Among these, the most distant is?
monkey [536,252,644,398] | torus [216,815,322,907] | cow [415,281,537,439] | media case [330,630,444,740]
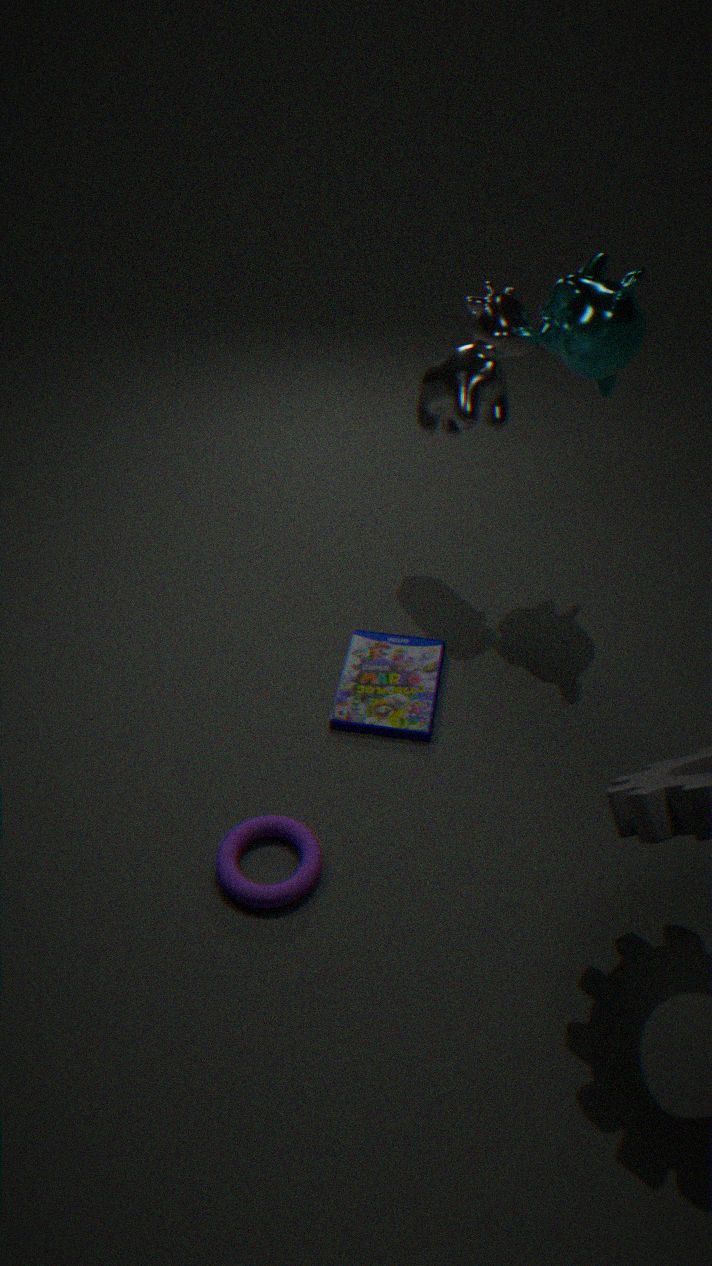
cow [415,281,537,439]
